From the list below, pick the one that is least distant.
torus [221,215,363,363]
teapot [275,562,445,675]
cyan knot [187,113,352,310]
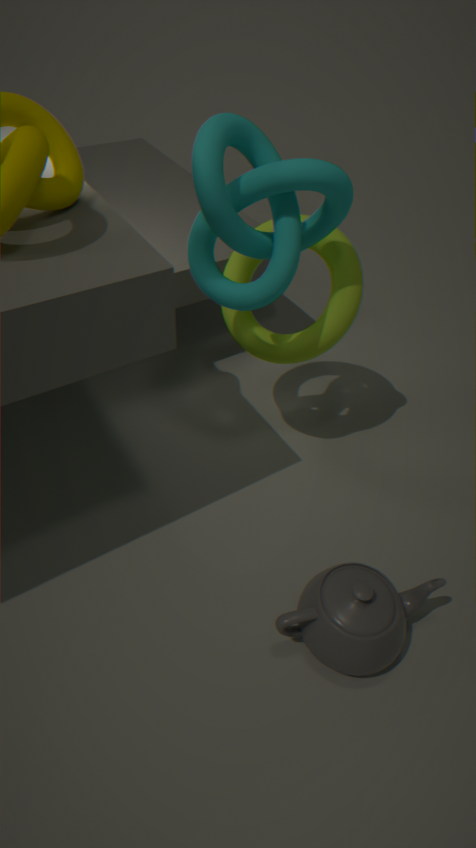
cyan knot [187,113,352,310]
